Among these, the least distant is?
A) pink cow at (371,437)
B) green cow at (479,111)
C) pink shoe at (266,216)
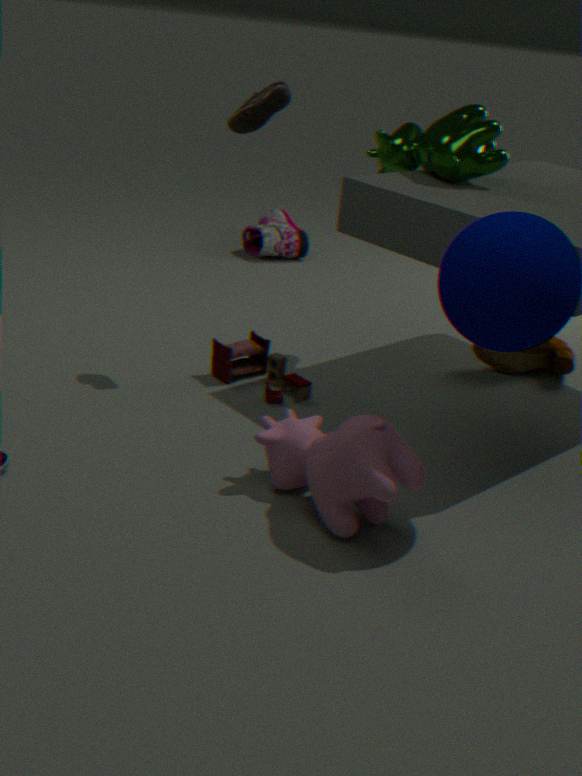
pink cow at (371,437)
